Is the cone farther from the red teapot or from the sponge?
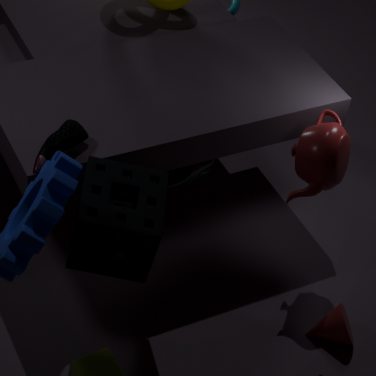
the sponge
